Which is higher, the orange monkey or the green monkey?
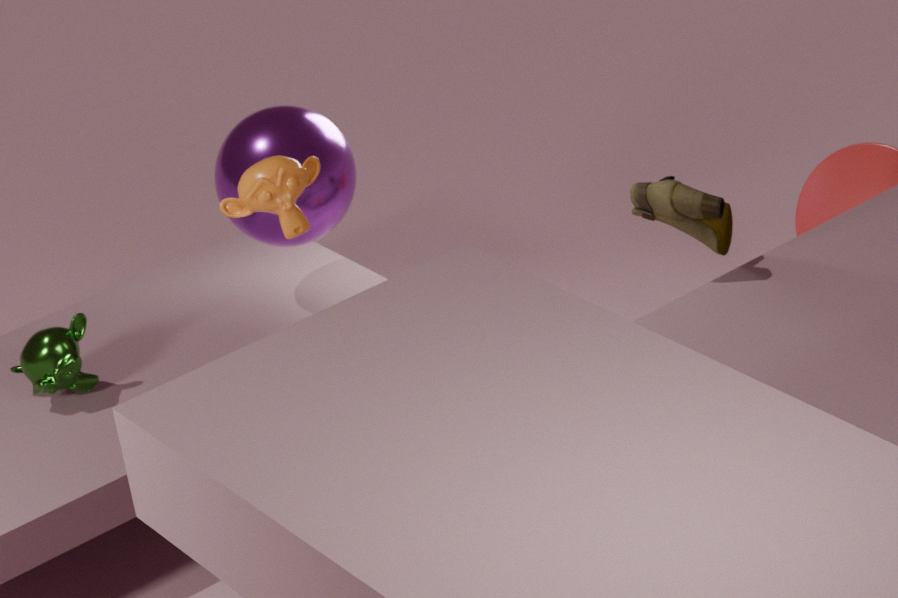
the orange monkey
